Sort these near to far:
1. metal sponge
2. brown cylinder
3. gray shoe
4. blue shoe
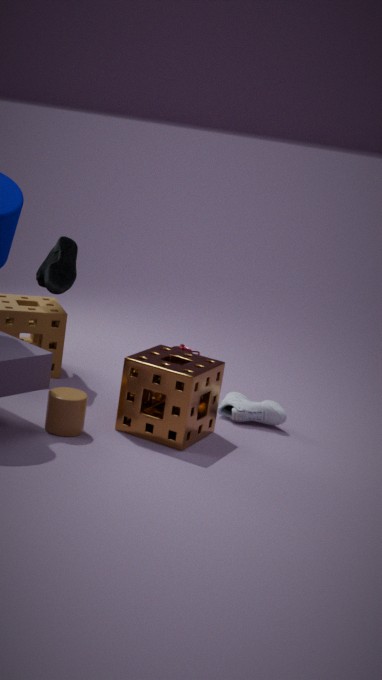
brown cylinder < metal sponge < blue shoe < gray shoe
